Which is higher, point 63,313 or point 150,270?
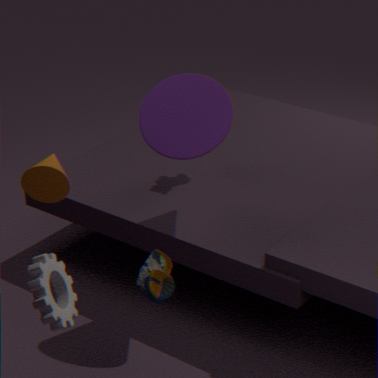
point 63,313
